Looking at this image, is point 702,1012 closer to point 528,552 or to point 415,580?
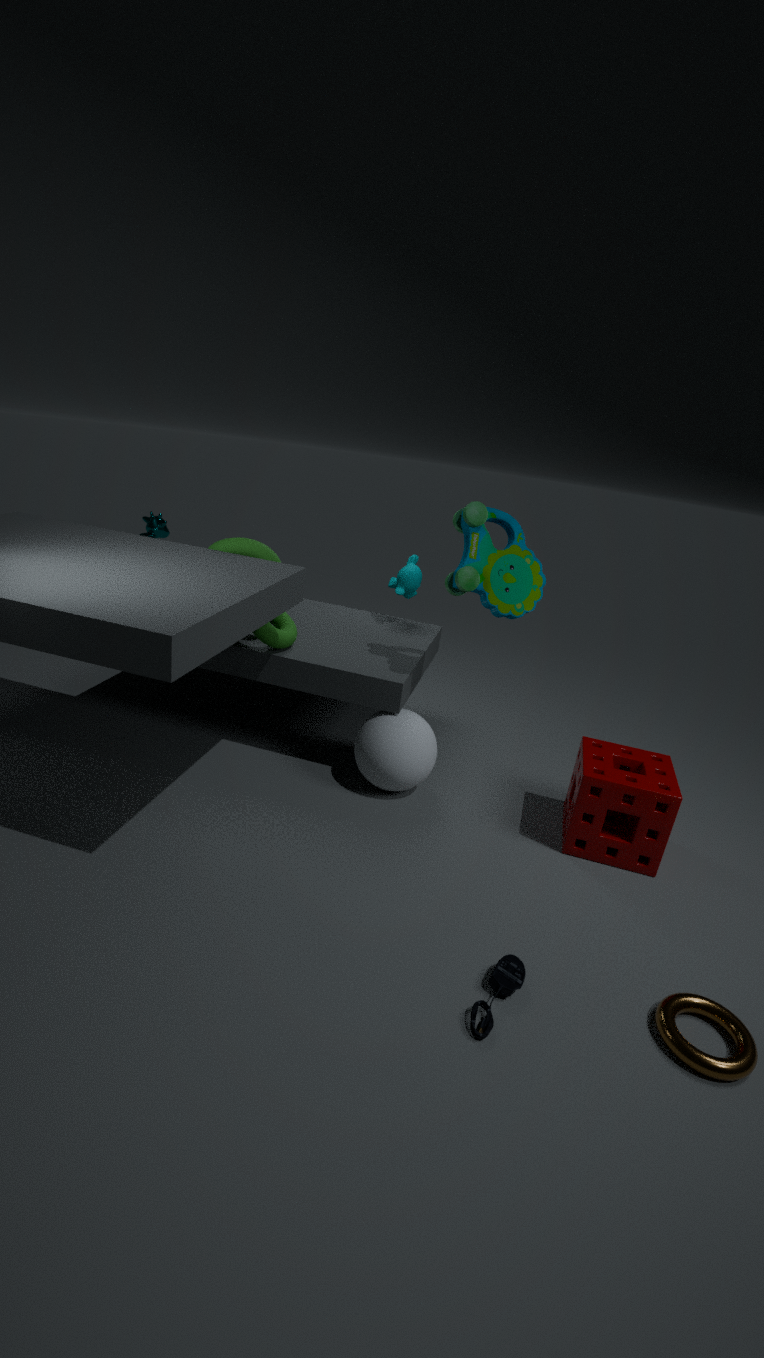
point 528,552
